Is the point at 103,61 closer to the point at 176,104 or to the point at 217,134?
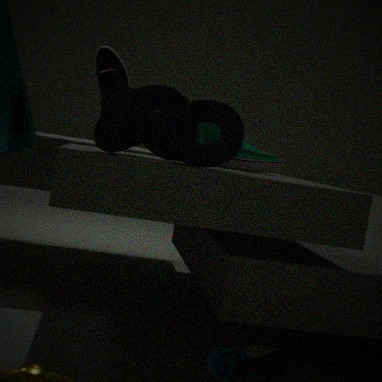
the point at 217,134
